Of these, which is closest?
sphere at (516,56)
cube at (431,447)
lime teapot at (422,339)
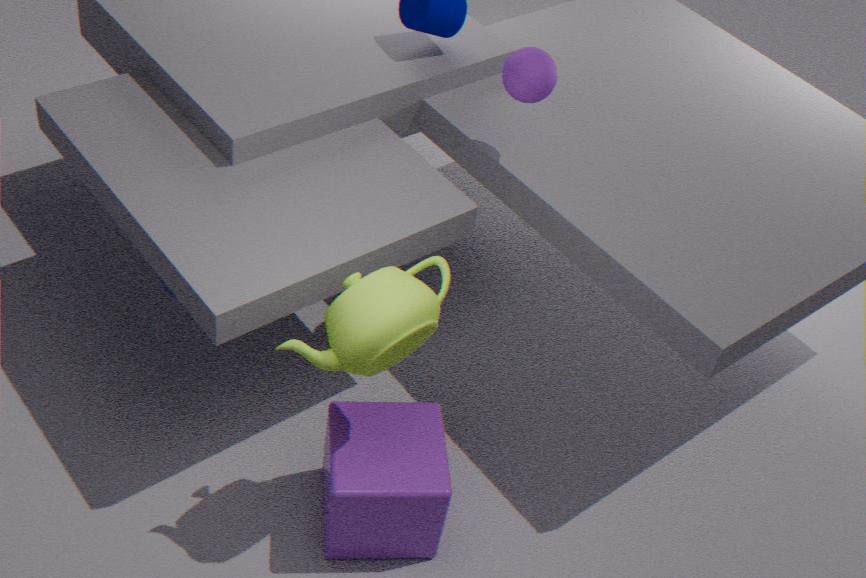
lime teapot at (422,339)
